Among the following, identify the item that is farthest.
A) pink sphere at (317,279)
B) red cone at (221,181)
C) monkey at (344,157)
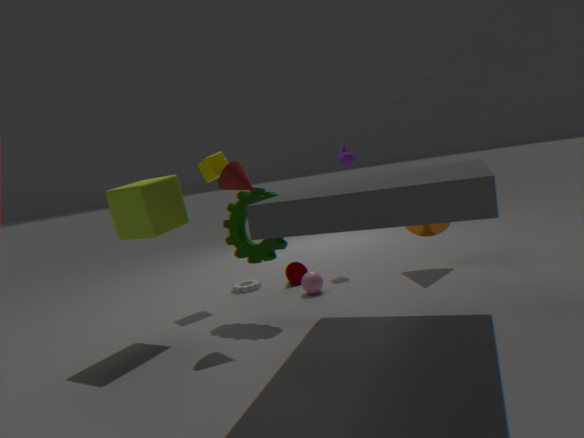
monkey at (344,157)
